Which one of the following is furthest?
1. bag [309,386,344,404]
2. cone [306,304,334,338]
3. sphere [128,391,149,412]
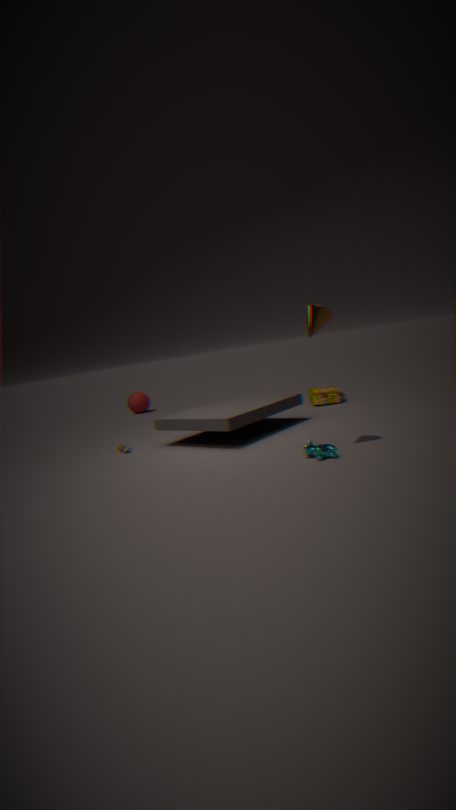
Answer: sphere [128,391,149,412]
